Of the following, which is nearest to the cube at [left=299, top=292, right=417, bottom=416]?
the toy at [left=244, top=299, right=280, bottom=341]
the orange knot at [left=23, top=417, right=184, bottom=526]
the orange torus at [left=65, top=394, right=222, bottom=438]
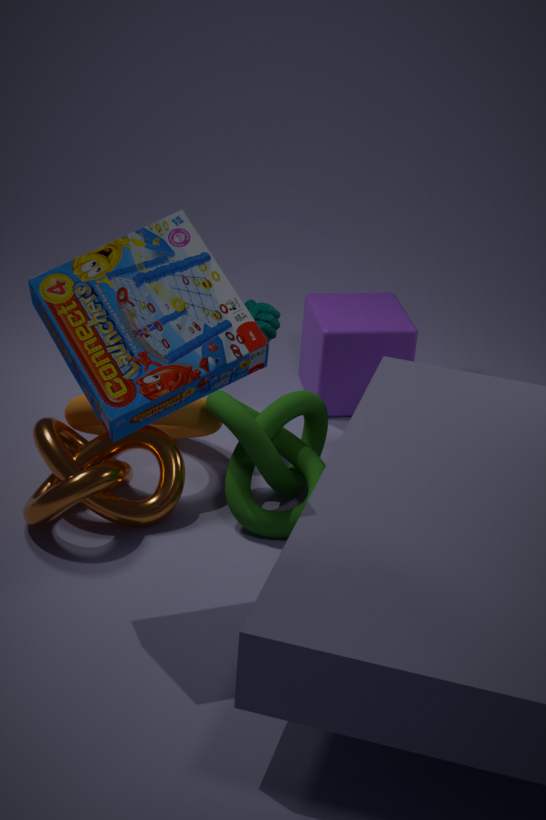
the toy at [left=244, top=299, right=280, bottom=341]
